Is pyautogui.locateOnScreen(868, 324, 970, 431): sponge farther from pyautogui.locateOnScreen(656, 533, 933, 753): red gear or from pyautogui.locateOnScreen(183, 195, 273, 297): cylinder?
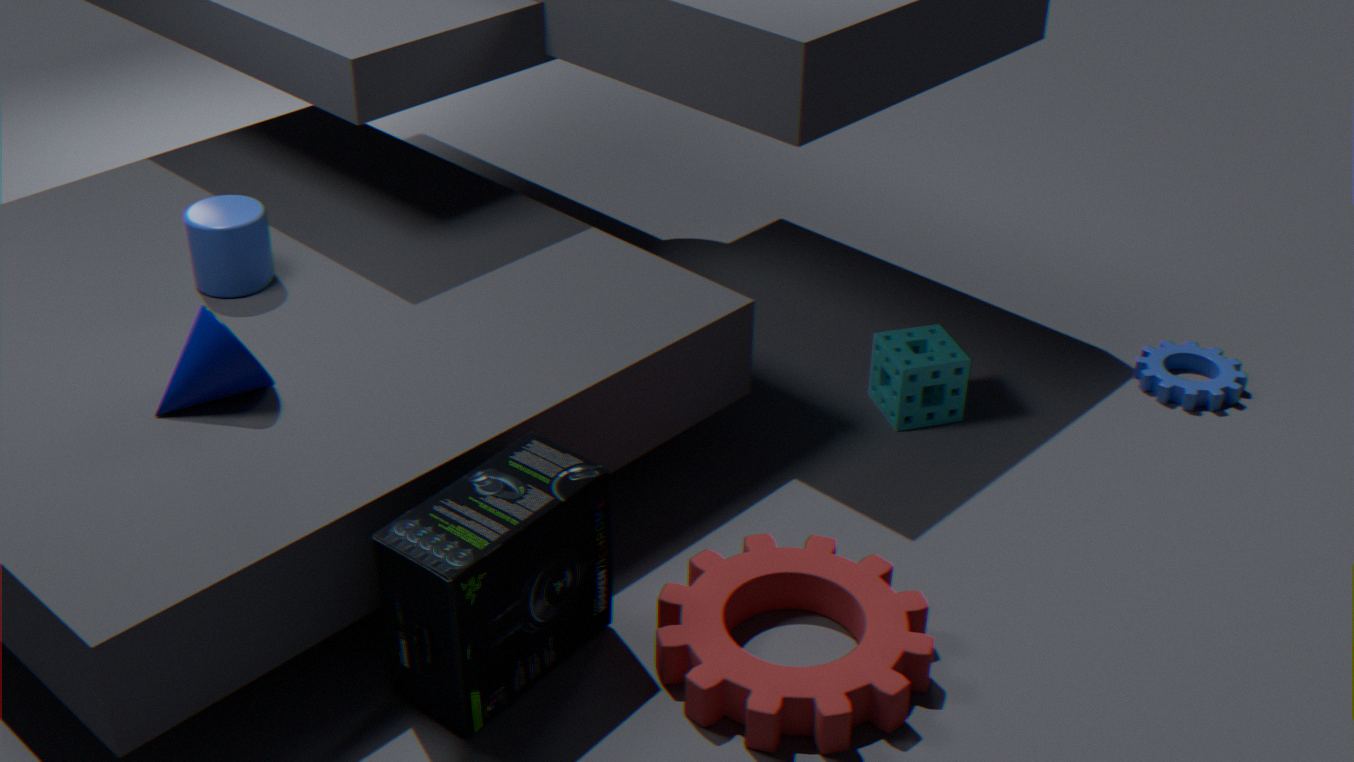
pyautogui.locateOnScreen(183, 195, 273, 297): cylinder
